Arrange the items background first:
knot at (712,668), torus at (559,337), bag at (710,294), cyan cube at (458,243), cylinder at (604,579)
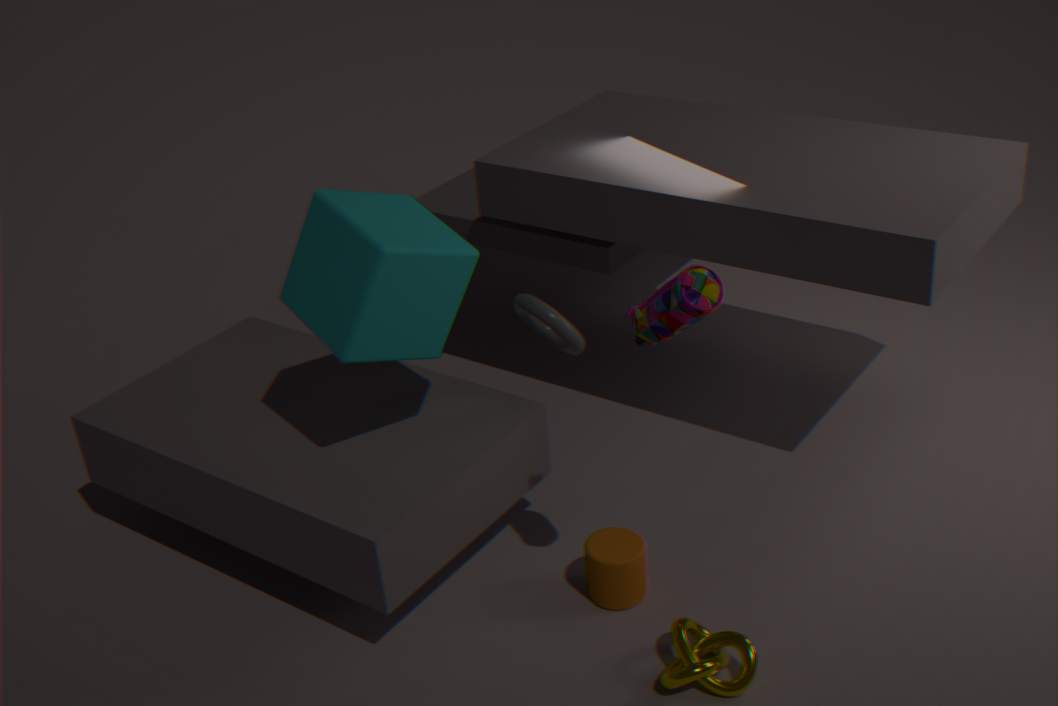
torus at (559,337) → cylinder at (604,579) → knot at (712,668) → cyan cube at (458,243) → bag at (710,294)
